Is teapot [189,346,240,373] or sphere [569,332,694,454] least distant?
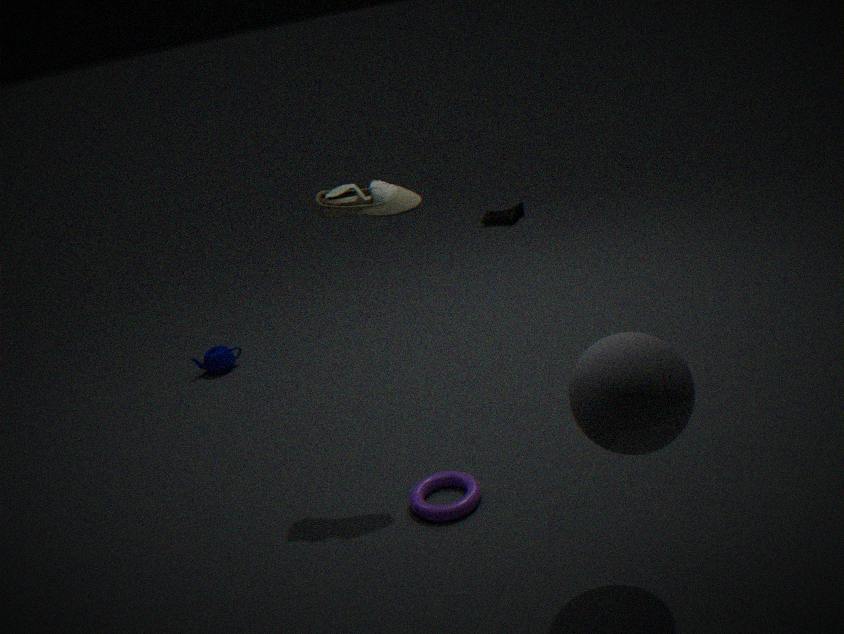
sphere [569,332,694,454]
